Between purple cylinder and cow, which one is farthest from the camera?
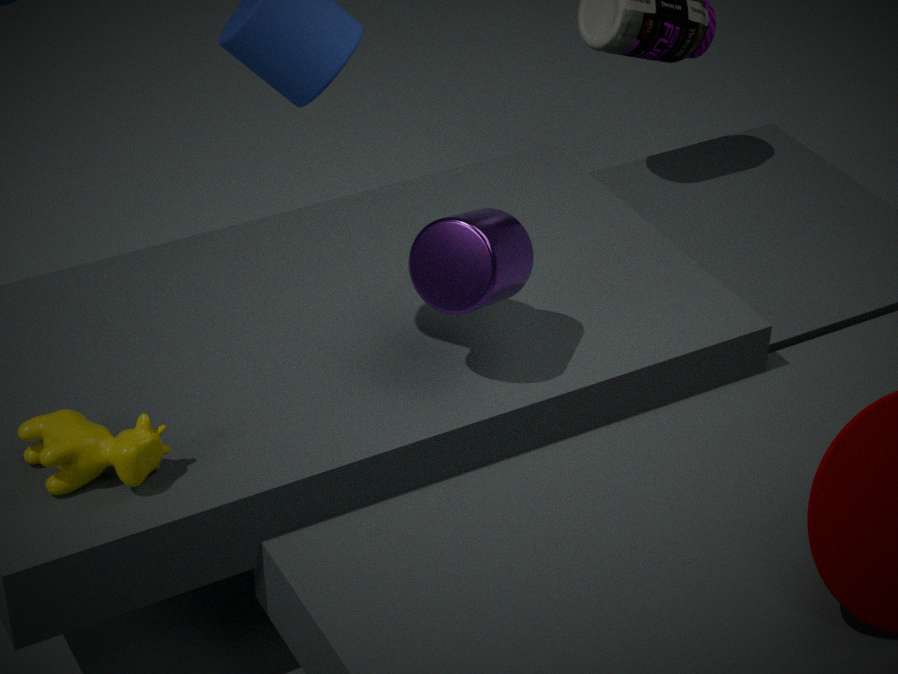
purple cylinder
